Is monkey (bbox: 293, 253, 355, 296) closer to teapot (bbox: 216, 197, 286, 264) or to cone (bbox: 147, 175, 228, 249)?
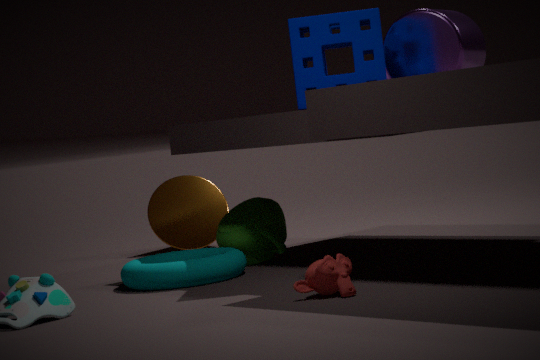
teapot (bbox: 216, 197, 286, 264)
